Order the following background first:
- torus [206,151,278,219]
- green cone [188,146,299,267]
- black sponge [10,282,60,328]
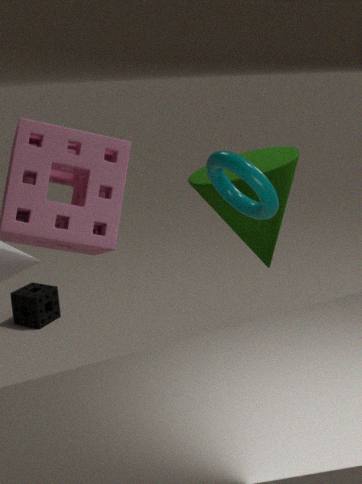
black sponge [10,282,60,328]
green cone [188,146,299,267]
torus [206,151,278,219]
